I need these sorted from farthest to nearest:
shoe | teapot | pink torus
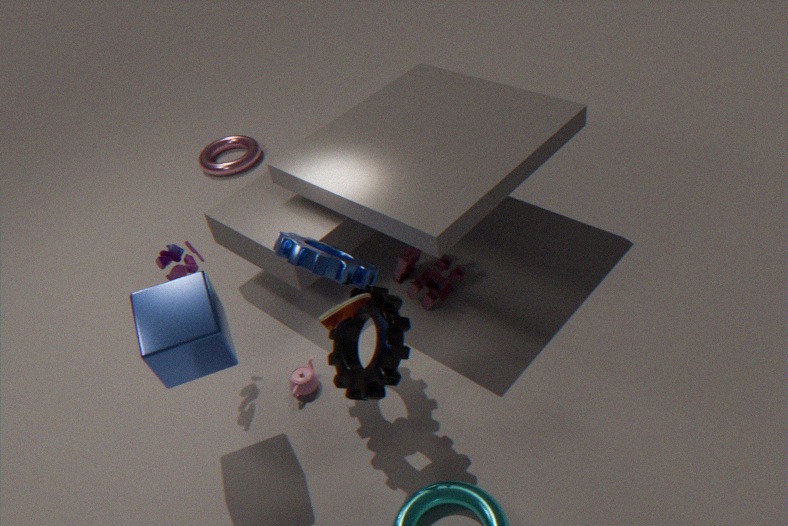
pink torus
teapot
shoe
